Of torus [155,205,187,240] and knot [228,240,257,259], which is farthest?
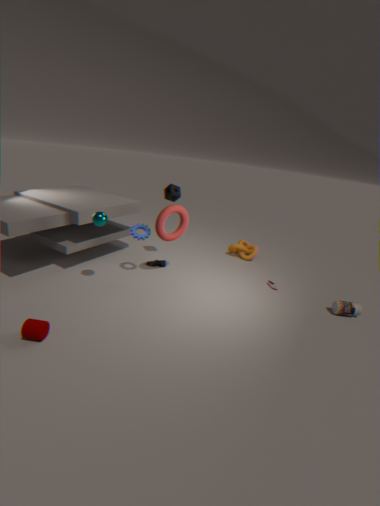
knot [228,240,257,259]
